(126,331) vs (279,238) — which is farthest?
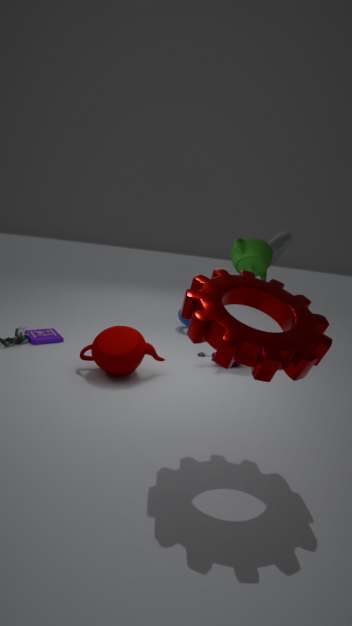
(279,238)
